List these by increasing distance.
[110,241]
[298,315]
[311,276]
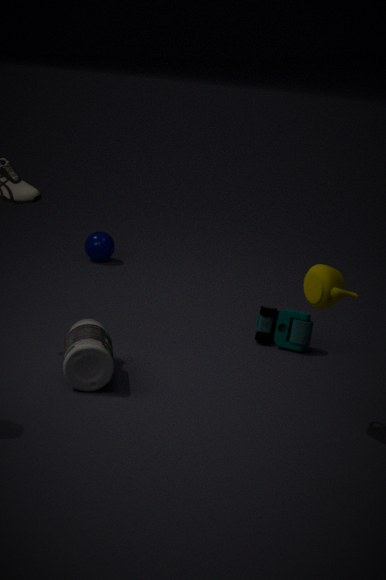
[311,276], [298,315], [110,241]
